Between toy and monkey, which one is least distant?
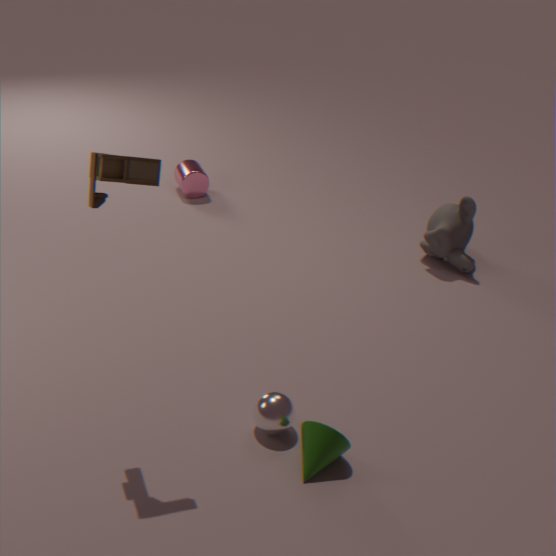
toy
